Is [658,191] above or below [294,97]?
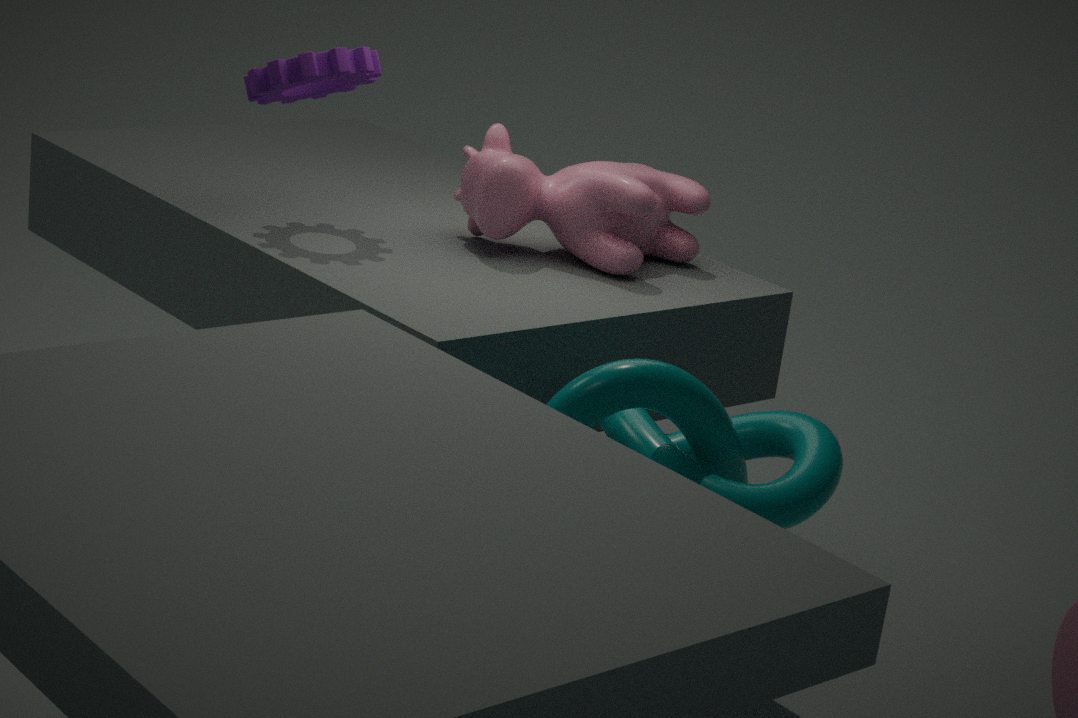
below
